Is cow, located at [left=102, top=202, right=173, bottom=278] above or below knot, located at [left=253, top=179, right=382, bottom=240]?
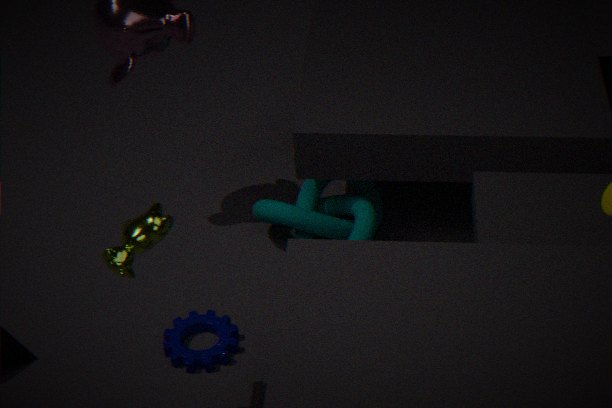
above
